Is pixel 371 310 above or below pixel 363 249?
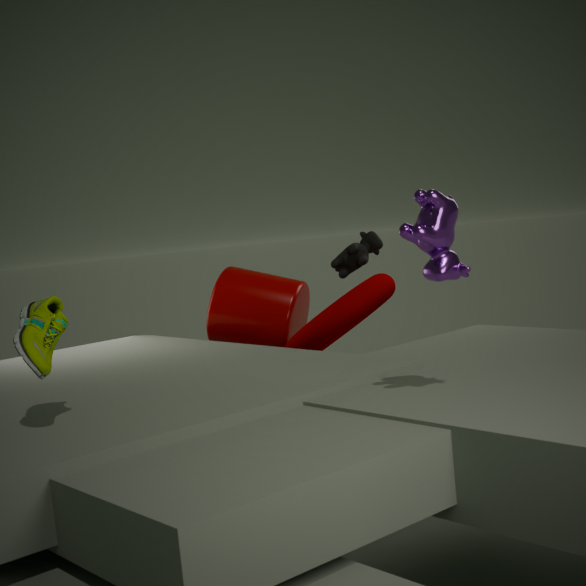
below
